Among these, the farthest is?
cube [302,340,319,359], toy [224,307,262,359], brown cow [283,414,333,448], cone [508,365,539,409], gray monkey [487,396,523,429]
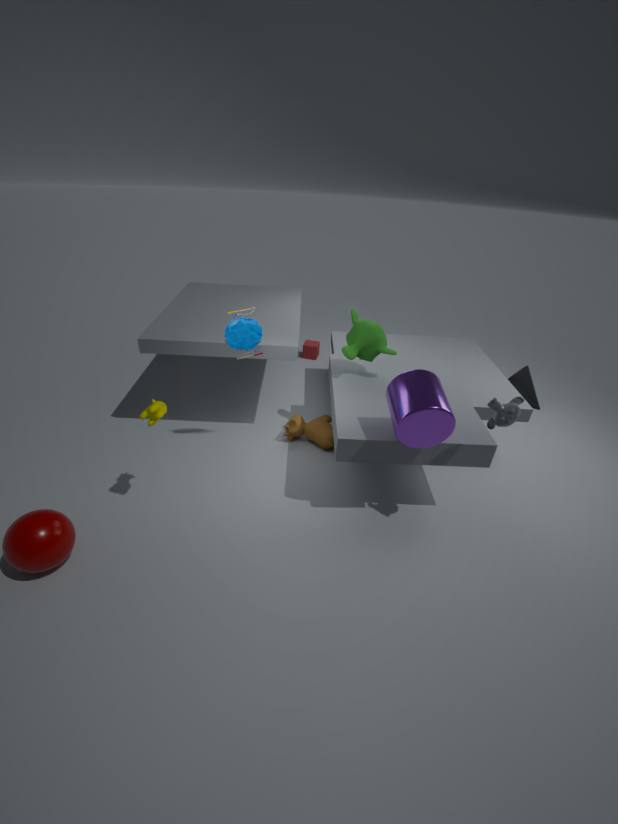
cube [302,340,319,359]
